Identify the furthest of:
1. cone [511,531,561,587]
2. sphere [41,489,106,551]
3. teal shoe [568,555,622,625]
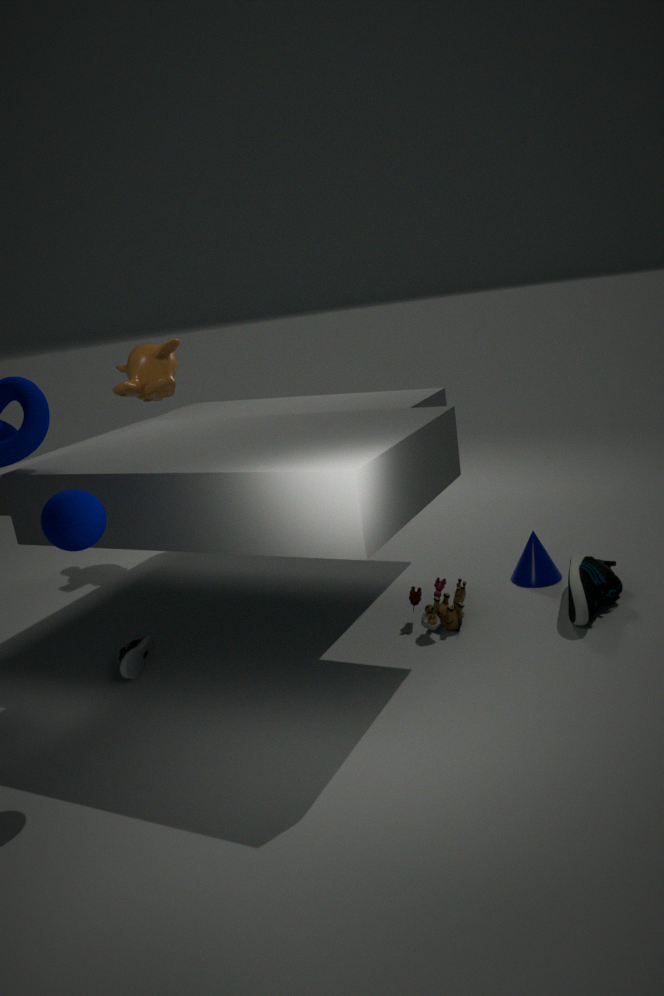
cone [511,531,561,587]
